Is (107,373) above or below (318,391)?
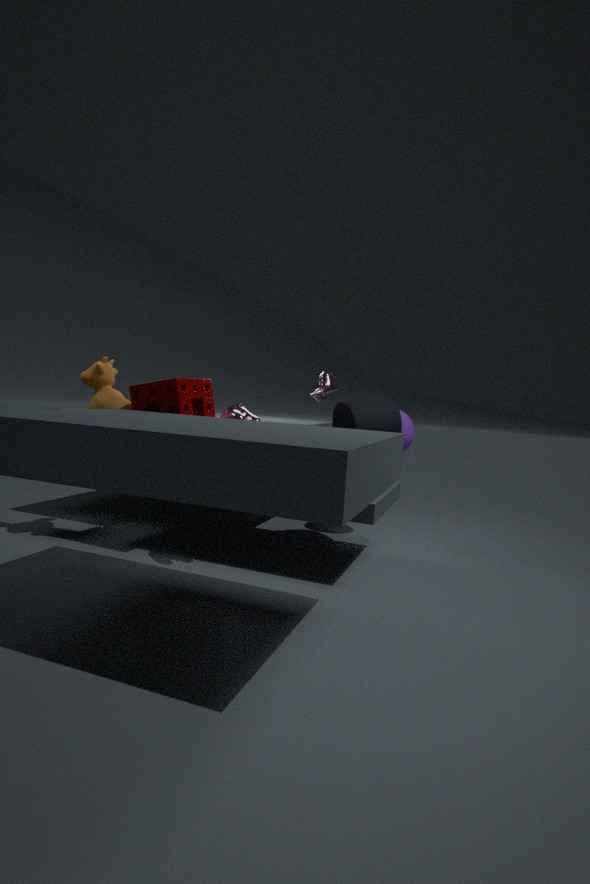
below
